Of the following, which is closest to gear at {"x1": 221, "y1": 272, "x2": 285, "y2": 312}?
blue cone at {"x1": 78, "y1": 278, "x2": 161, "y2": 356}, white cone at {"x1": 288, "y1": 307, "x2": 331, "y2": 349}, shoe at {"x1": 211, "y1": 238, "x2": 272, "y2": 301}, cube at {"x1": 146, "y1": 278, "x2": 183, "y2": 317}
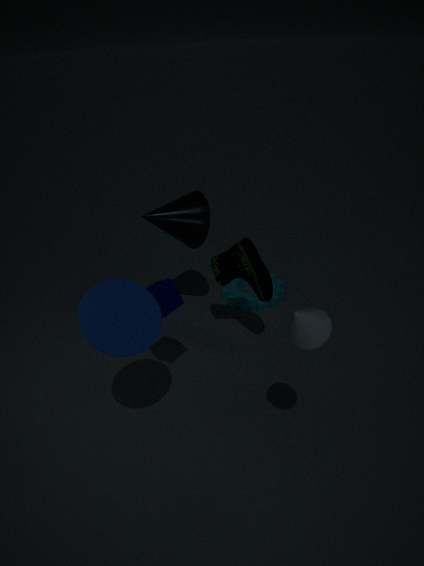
shoe at {"x1": 211, "y1": 238, "x2": 272, "y2": 301}
